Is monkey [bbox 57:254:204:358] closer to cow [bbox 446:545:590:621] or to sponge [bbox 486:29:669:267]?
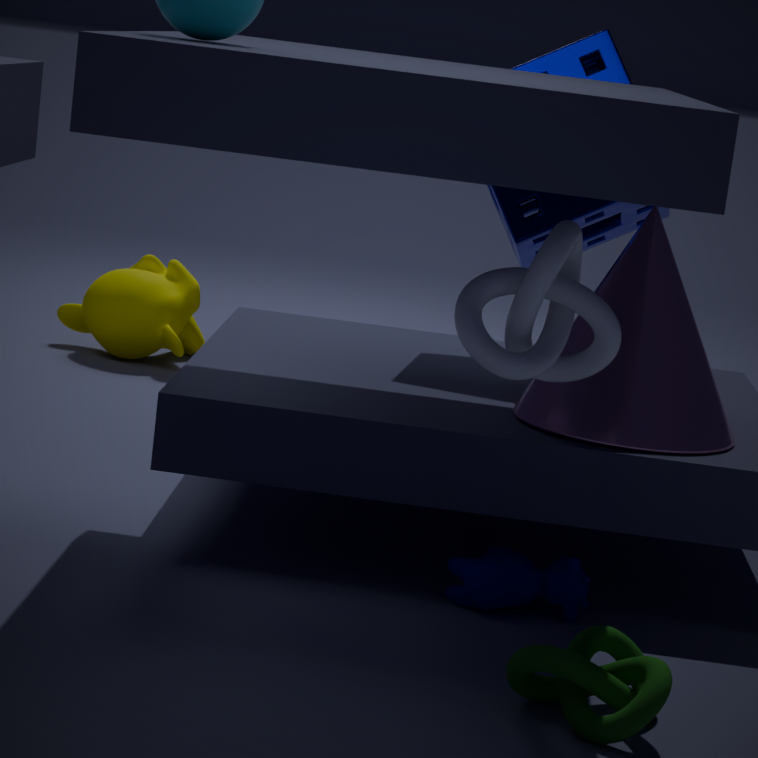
sponge [bbox 486:29:669:267]
